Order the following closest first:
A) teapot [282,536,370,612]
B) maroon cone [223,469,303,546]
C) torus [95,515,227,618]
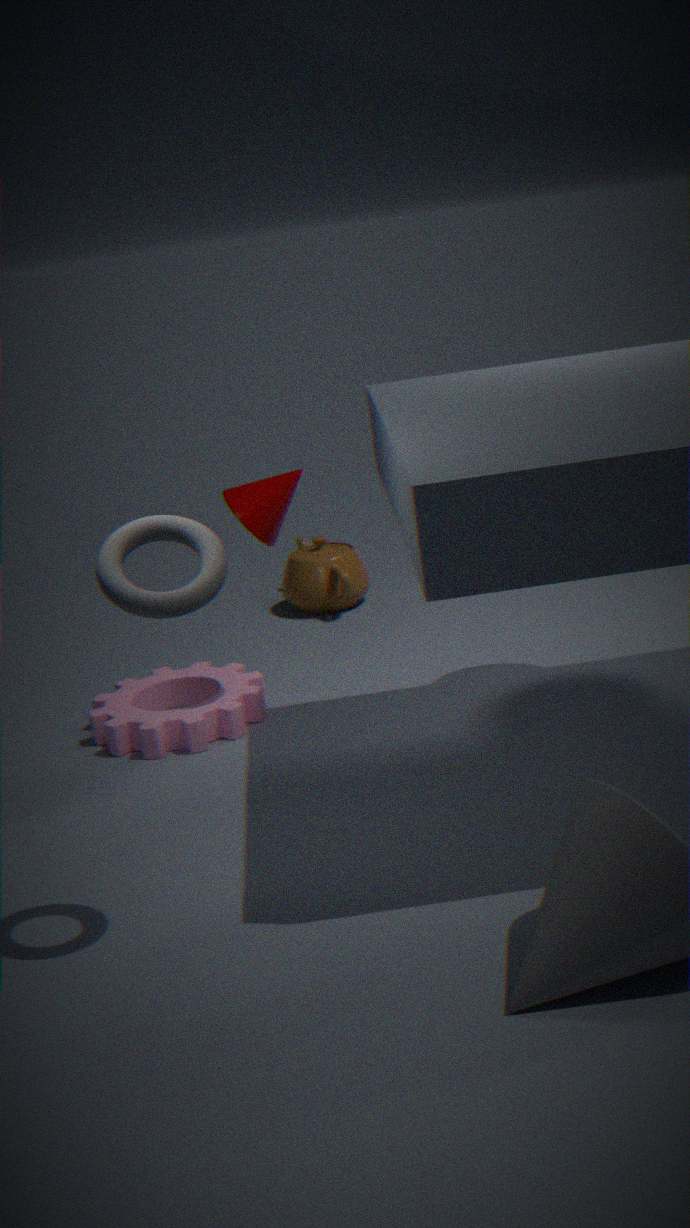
torus [95,515,227,618] → maroon cone [223,469,303,546] → teapot [282,536,370,612]
